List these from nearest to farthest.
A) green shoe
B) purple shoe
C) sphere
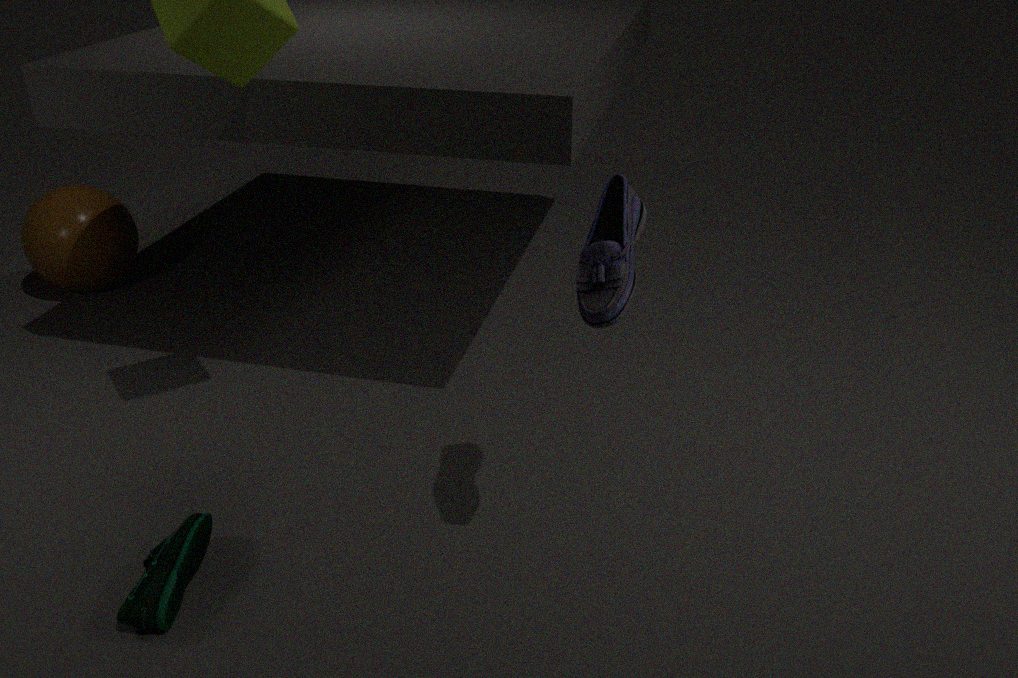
purple shoe
green shoe
sphere
